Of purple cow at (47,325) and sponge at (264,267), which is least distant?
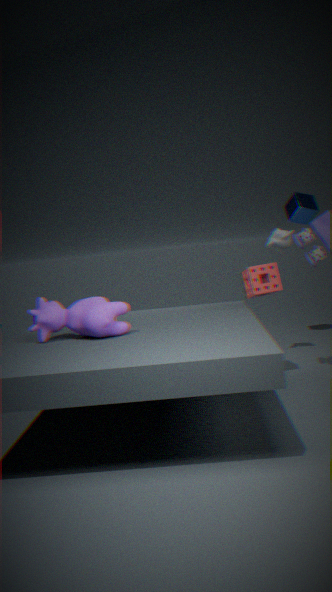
purple cow at (47,325)
